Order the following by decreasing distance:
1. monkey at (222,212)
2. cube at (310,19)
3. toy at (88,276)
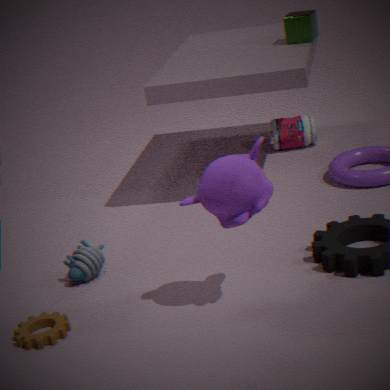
cube at (310,19) → toy at (88,276) → monkey at (222,212)
